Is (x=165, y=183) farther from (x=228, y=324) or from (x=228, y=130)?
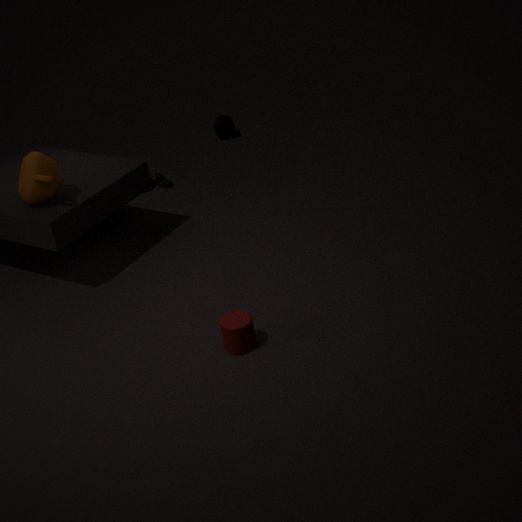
(x=228, y=324)
